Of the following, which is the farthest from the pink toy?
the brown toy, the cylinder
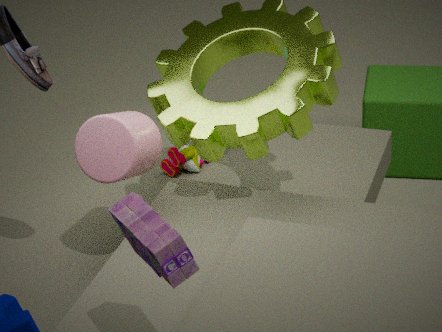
the brown toy
